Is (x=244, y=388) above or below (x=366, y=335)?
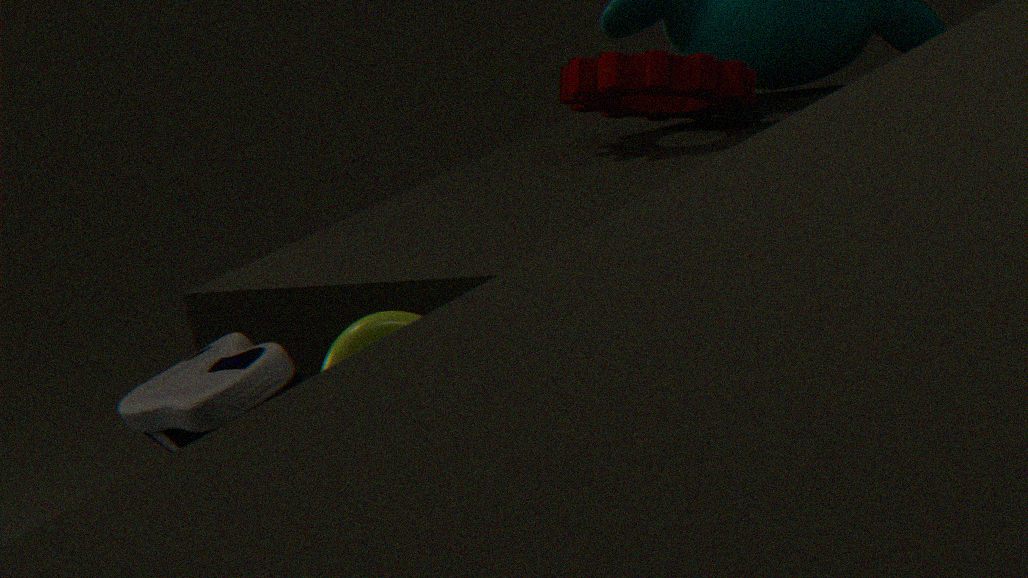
above
